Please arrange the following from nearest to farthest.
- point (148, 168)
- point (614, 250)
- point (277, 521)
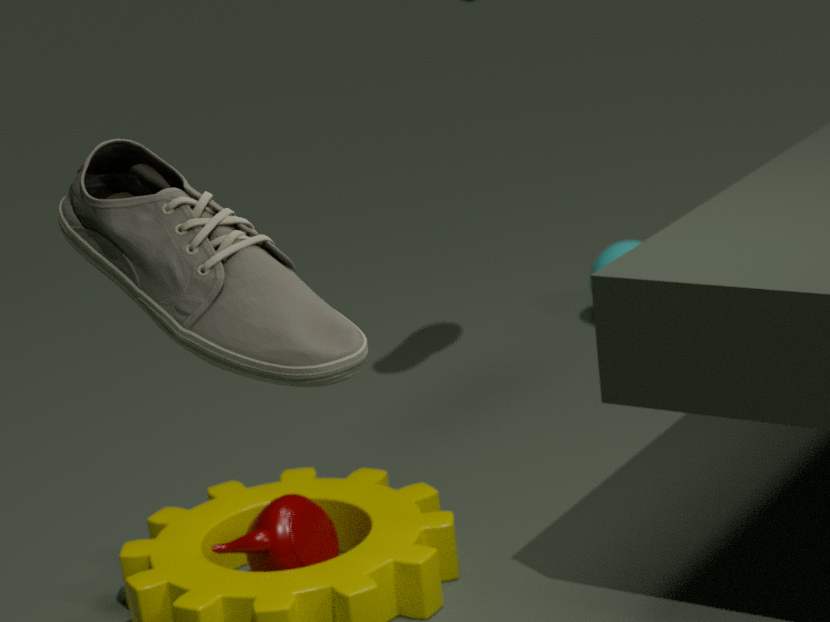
point (148, 168) → point (277, 521) → point (614, 250)
